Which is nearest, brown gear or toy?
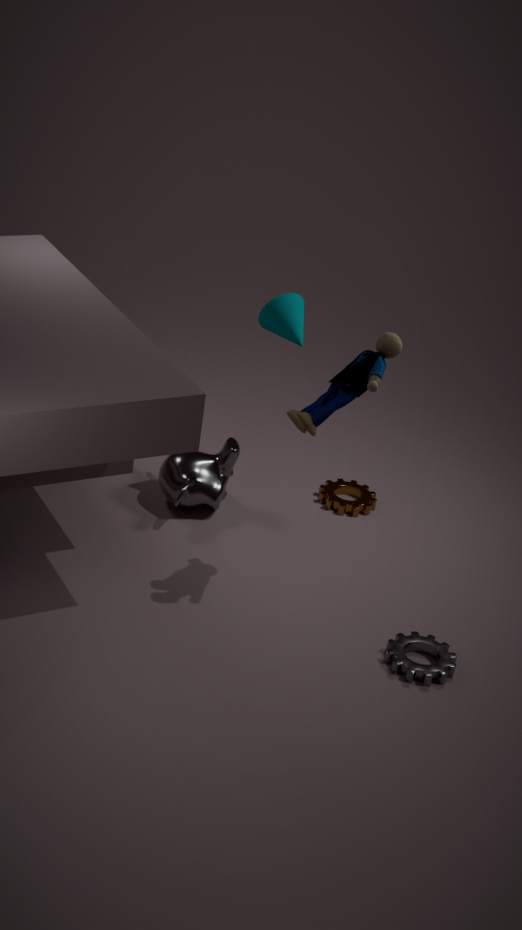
toy
